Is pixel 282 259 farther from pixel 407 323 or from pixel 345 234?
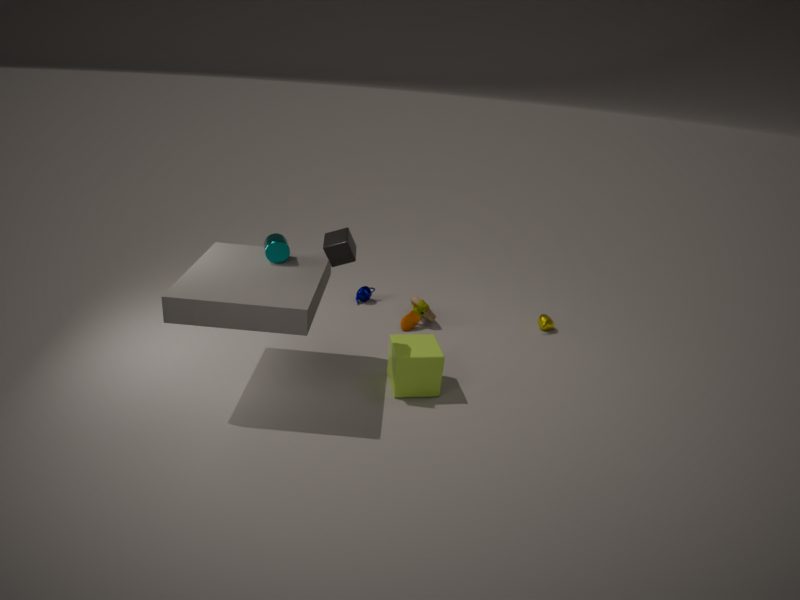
pixel 407 323
